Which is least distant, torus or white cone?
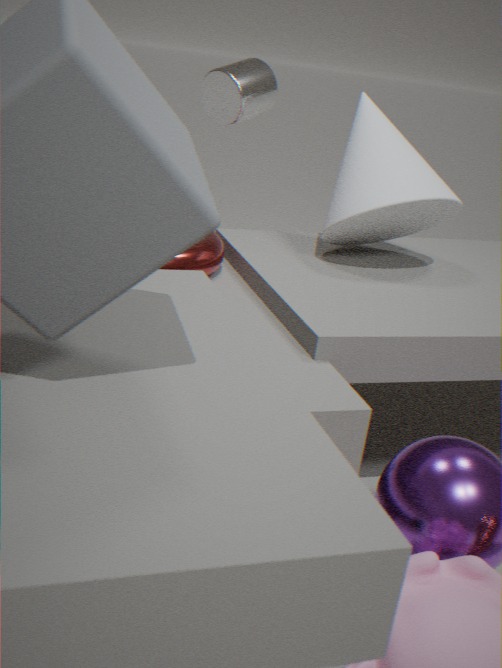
torus
